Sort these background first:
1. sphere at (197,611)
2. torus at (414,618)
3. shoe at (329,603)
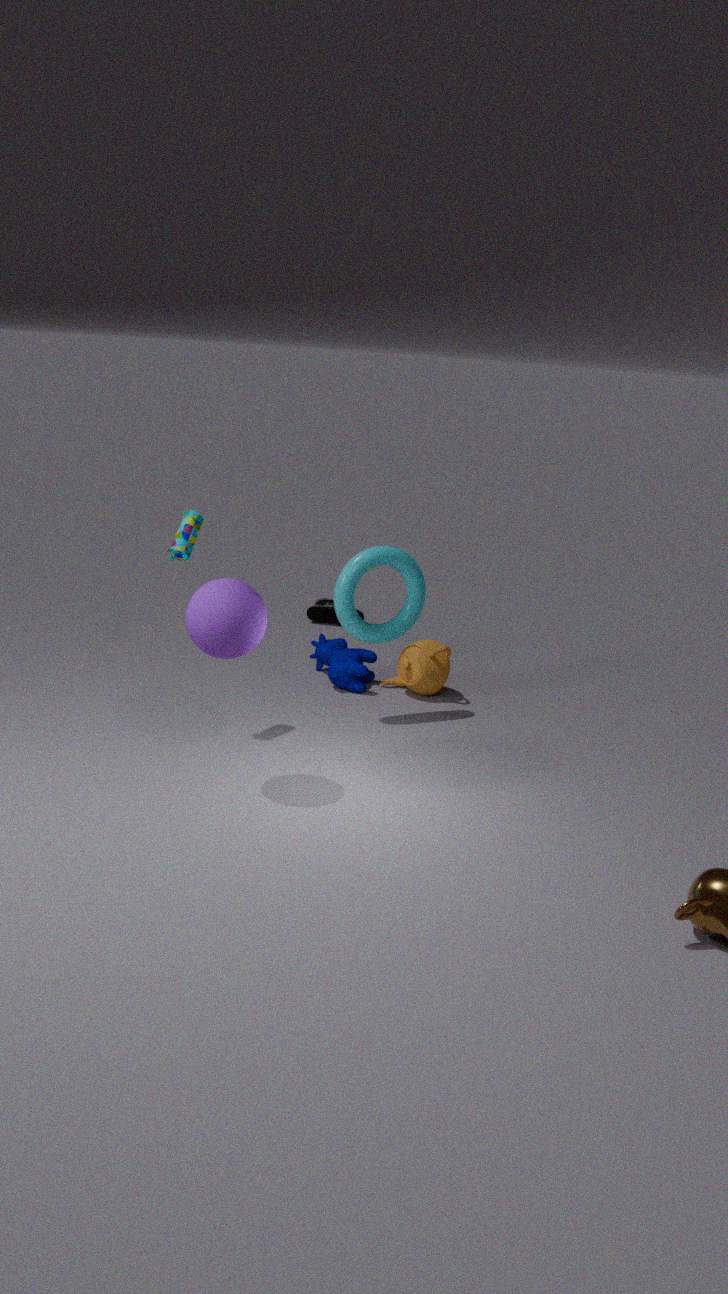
1. shoe at (329,603)
2. torus at (414,618)
3. sphere at (197,611)
